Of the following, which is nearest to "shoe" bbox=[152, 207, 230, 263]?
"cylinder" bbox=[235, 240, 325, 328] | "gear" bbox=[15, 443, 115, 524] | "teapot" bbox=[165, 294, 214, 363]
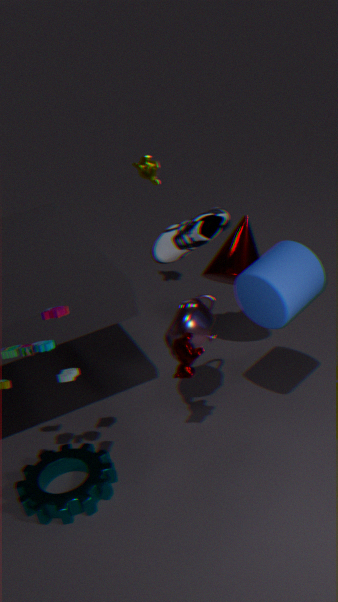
"teapot" bbox=[165, 294, 214, 363]
